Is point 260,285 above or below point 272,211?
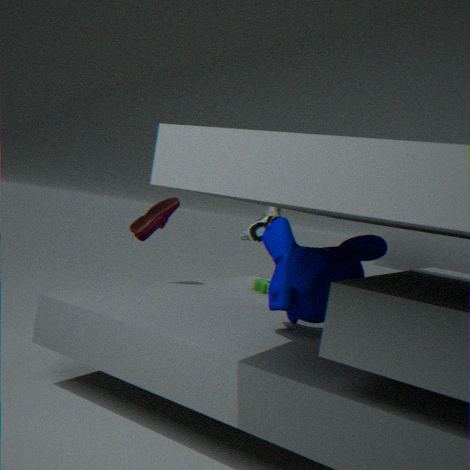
below
